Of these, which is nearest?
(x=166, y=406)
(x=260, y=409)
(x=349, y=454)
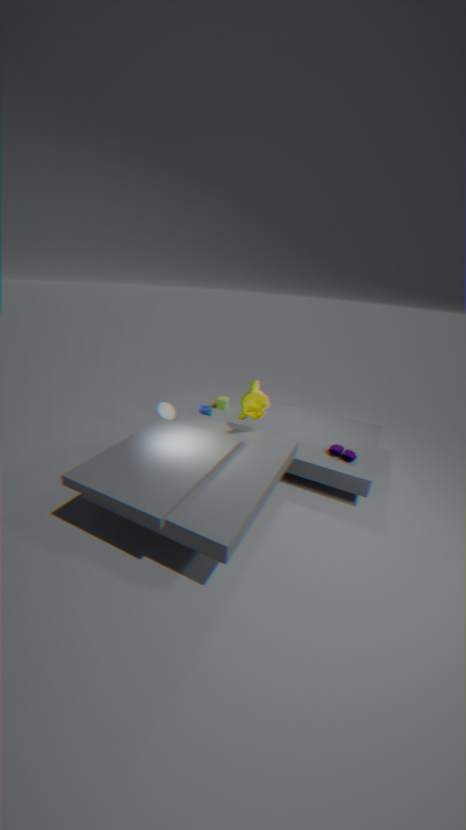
(x=260, y=409)
